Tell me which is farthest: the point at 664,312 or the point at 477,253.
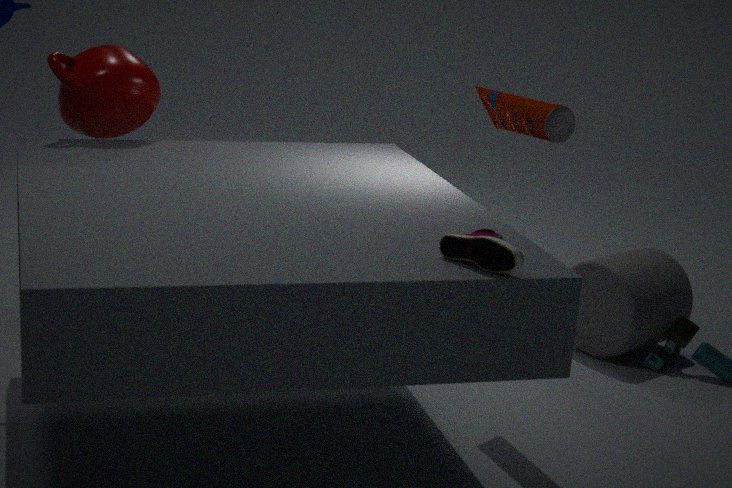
the point at 664,312
